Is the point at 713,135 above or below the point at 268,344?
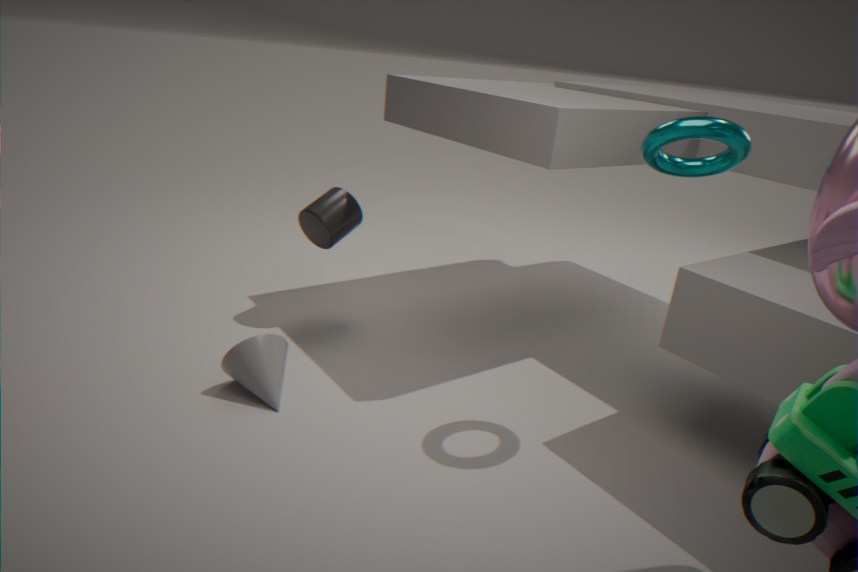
above
